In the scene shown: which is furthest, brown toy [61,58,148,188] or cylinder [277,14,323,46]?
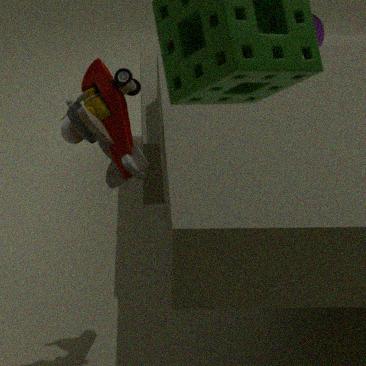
cylinder [277,14,323,46]
